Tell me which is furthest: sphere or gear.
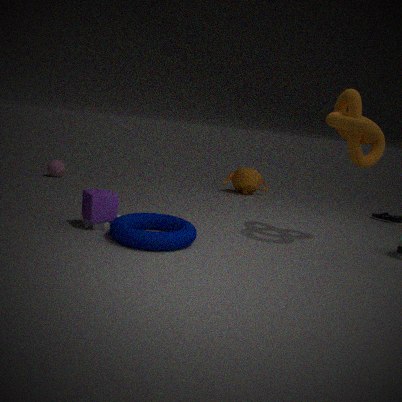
sphere
